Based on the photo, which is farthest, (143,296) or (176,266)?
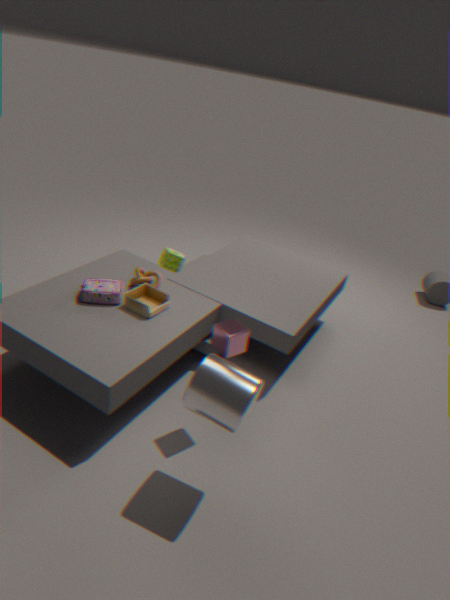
(176,266)
